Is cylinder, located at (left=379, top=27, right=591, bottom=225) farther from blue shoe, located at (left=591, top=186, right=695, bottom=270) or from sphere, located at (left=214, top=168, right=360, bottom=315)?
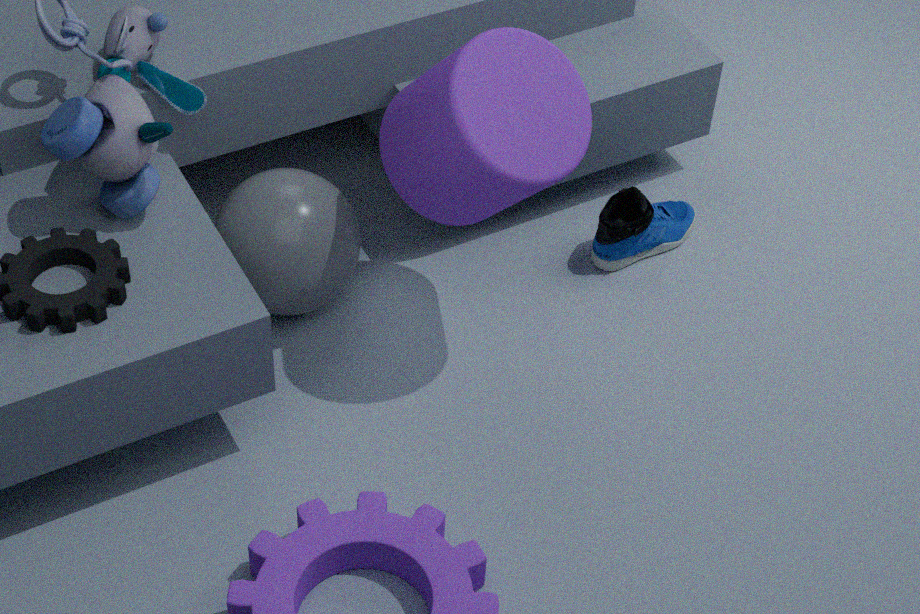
blue shoe, located at (left=591, top=186, right=695, bottom=270)
